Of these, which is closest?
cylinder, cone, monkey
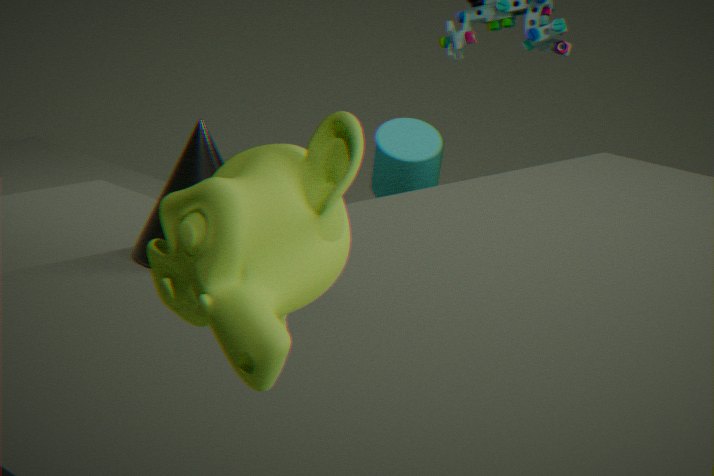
monkey
